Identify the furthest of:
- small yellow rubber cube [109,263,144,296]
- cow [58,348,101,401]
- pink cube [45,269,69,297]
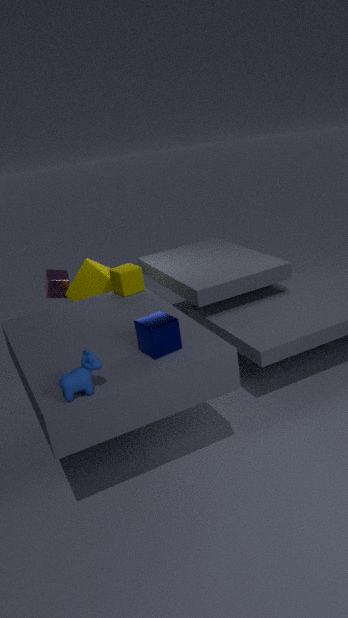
pink cube [45,269,69,297]
